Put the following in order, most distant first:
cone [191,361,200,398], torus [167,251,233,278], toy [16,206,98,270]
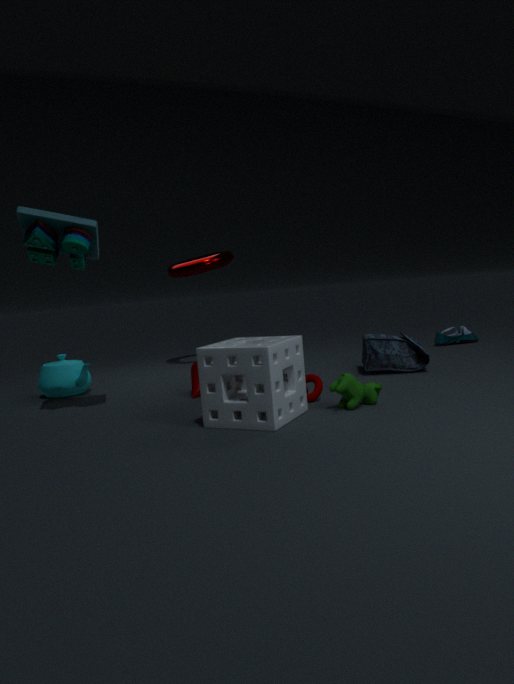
torus [167,251,233,278] → cone [191,361,200,398] → toy [16,206,98,270]
